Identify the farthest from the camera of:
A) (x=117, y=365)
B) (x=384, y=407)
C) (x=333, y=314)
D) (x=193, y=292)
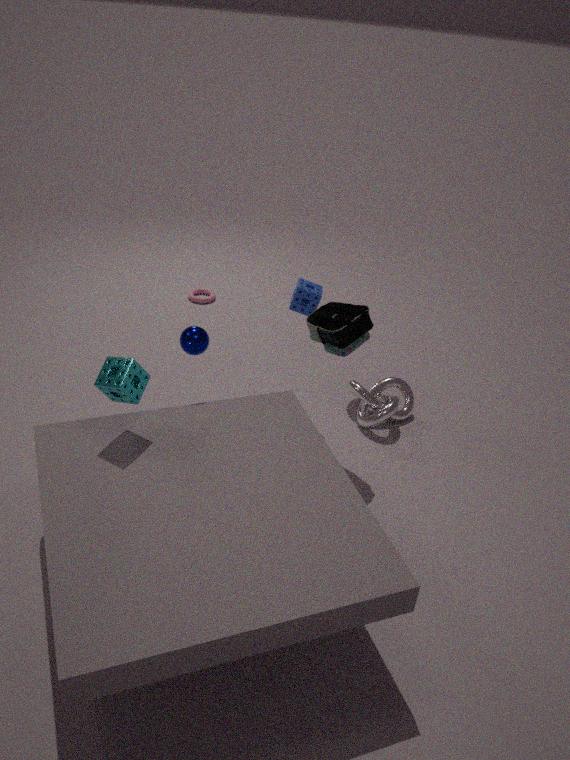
(x=193, y=292)
